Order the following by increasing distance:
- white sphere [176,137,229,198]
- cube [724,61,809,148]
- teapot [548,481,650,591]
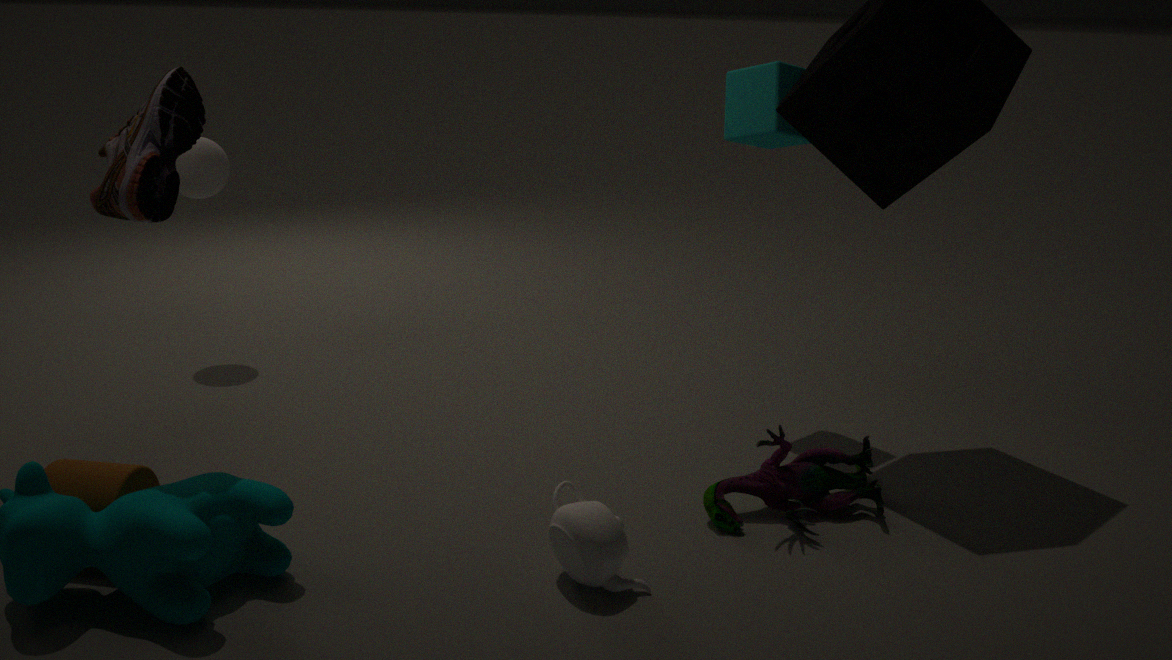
teapot [548,481,650,591] < cube [724,61,809,148] < white sphere [176,137,229,198]
